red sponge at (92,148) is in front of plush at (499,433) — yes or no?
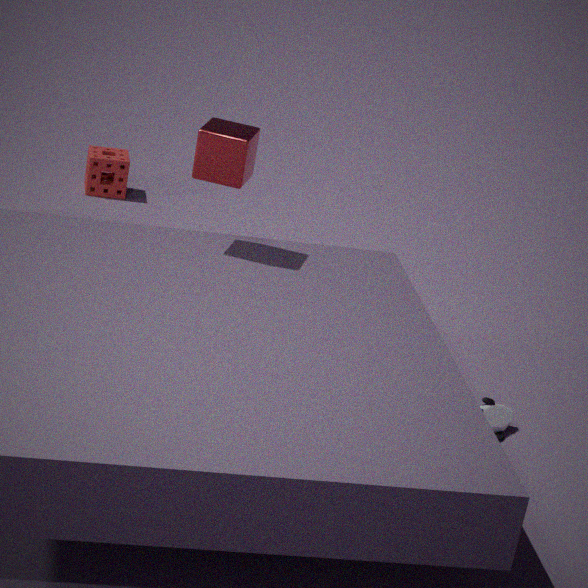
No
